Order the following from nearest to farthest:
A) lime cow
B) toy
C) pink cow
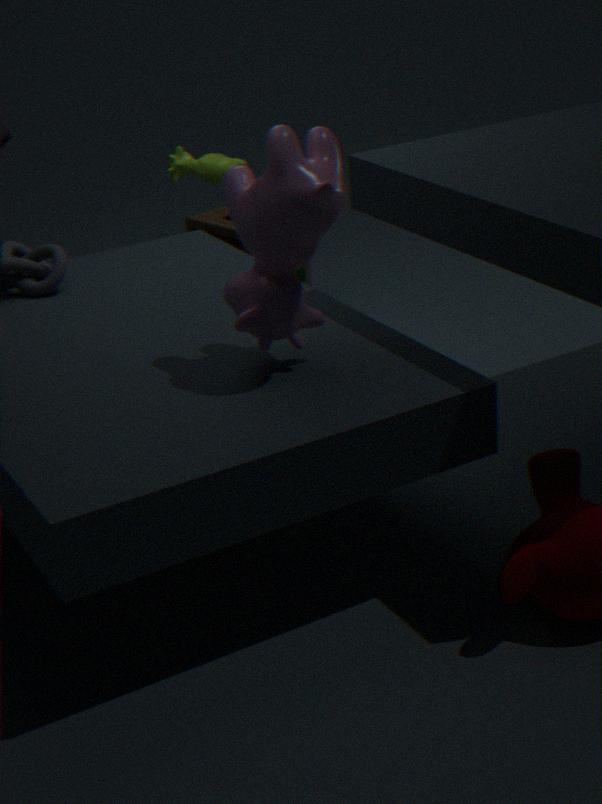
pink cow < lime cow < toy
